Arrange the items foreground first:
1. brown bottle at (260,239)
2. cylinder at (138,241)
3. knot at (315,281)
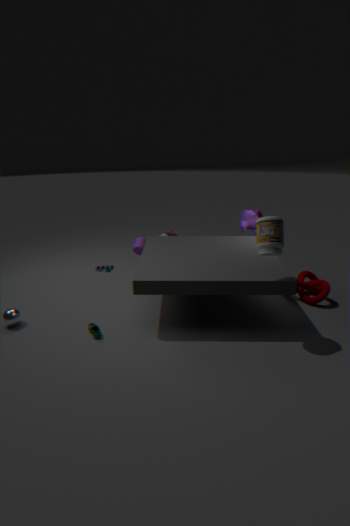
brown bottle at (260,239) < knot at (315,281) < cylinder at (138,241)
